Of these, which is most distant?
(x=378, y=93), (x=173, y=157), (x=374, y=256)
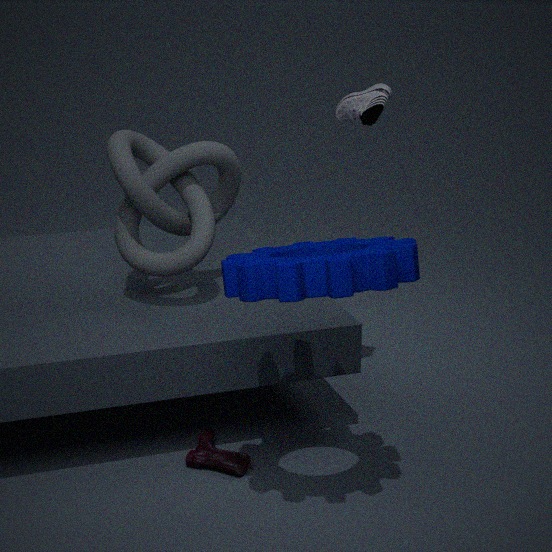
(x=173, y=157)
